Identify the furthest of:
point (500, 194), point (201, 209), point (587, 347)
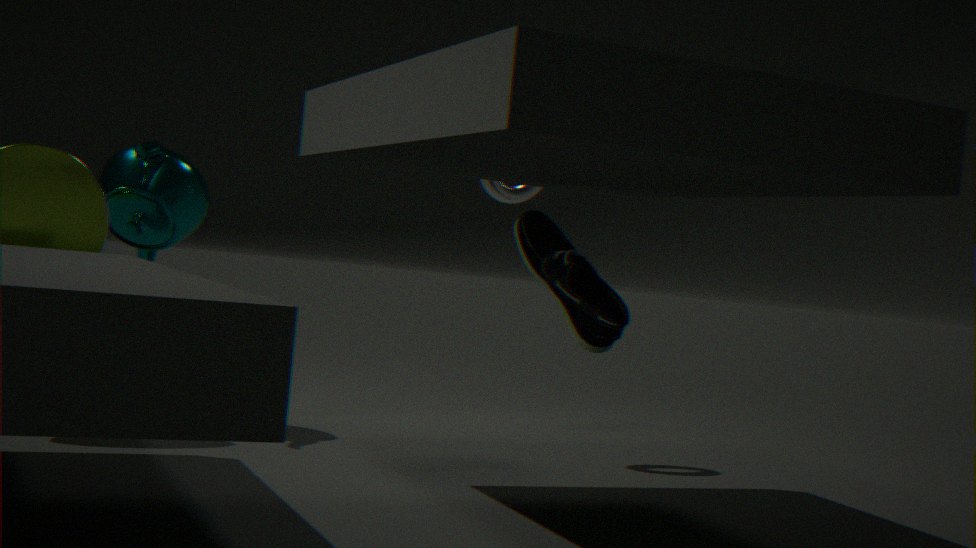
point (201, 209)
